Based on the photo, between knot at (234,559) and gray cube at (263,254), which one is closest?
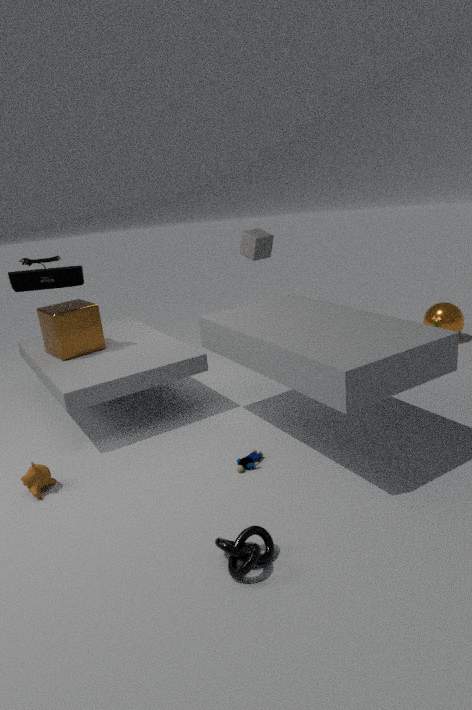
knot at (234,559)
